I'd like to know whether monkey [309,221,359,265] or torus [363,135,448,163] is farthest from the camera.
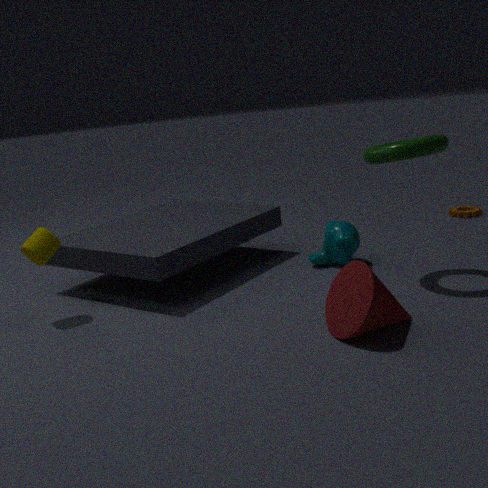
monkey [309,221,359,265]
